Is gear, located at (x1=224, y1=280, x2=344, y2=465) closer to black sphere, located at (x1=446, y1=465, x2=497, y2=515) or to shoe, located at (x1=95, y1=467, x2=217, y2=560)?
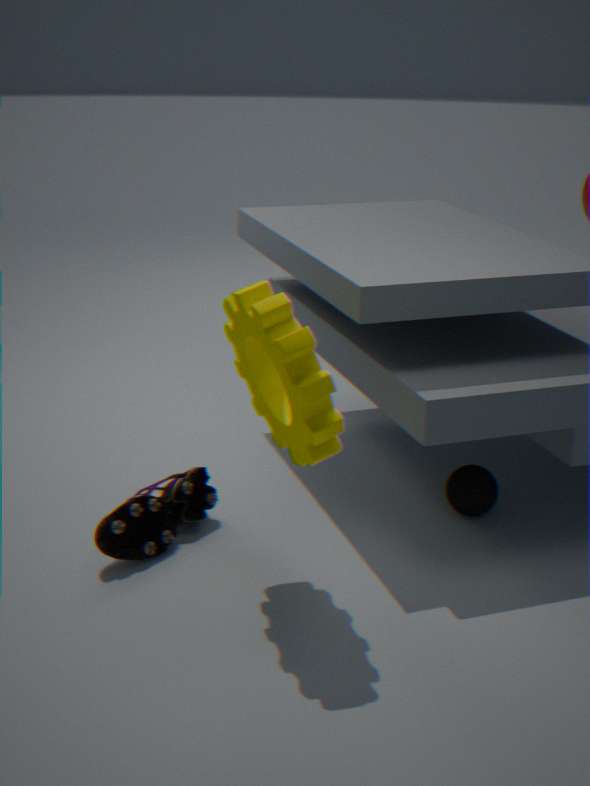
shoe, located at (x1=95, y1=467, x2=217, y2=560)
